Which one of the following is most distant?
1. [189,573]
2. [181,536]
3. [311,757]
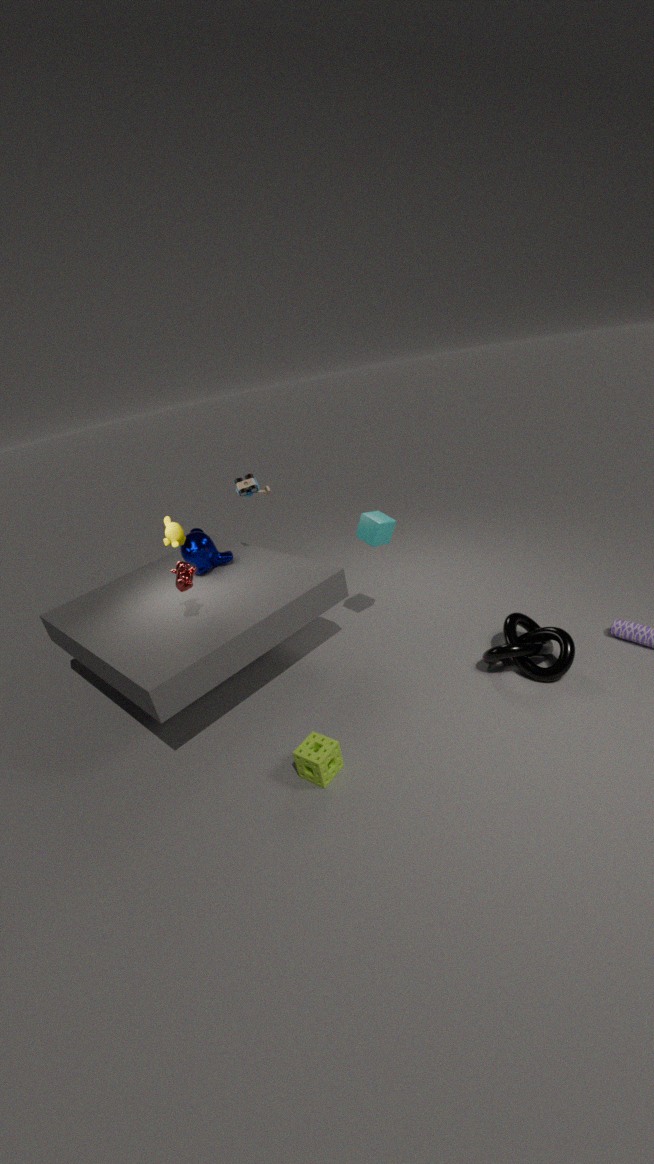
[181,536]
